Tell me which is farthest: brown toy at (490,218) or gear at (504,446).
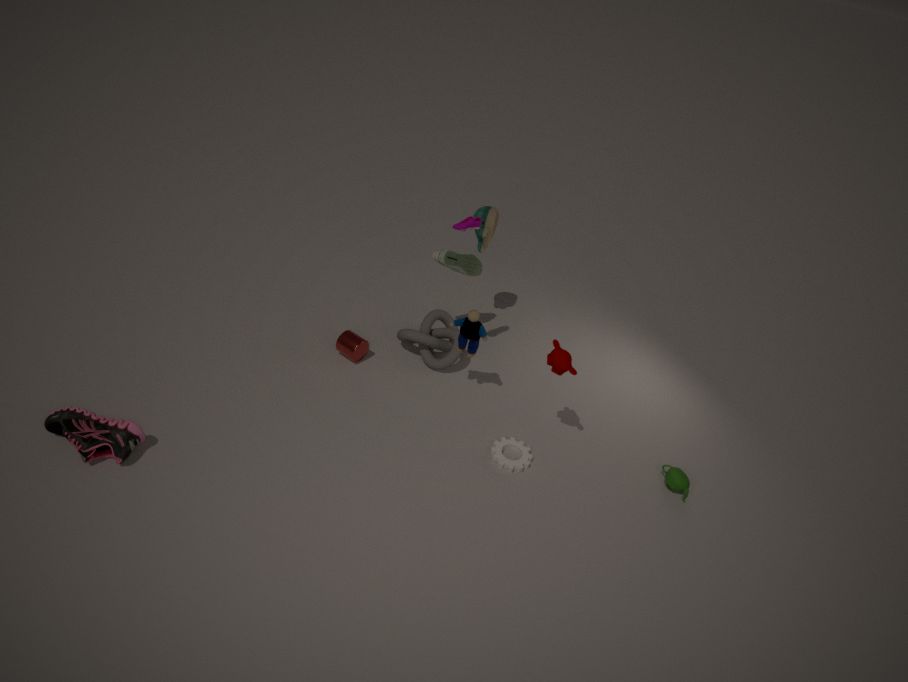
brown toy at (490,218)
